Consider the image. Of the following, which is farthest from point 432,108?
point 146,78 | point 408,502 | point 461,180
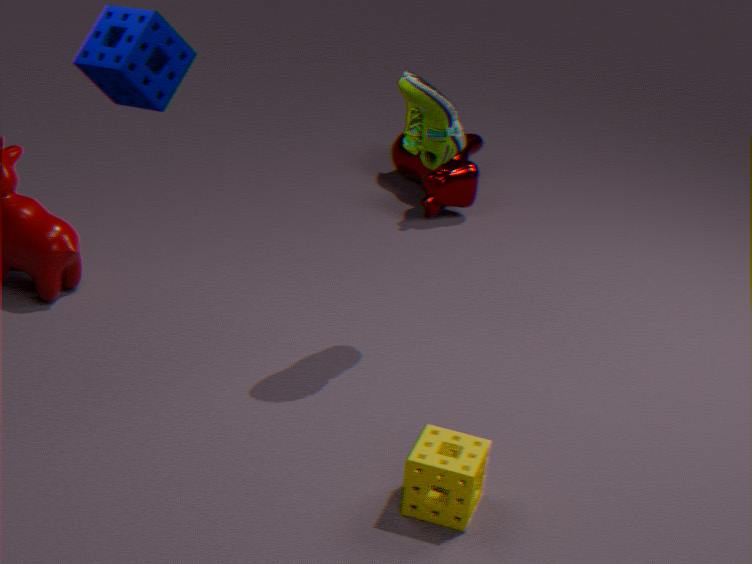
point 461,180
